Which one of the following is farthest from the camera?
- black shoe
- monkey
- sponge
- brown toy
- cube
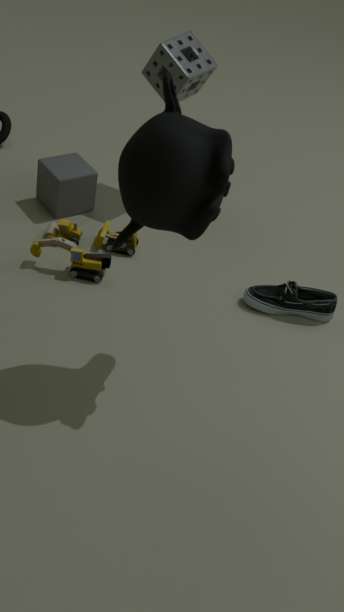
cube
